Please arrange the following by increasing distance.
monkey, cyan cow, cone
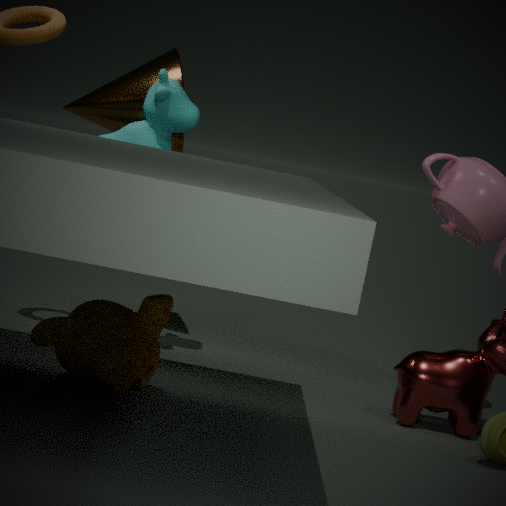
monkey
cyan cow
cone
